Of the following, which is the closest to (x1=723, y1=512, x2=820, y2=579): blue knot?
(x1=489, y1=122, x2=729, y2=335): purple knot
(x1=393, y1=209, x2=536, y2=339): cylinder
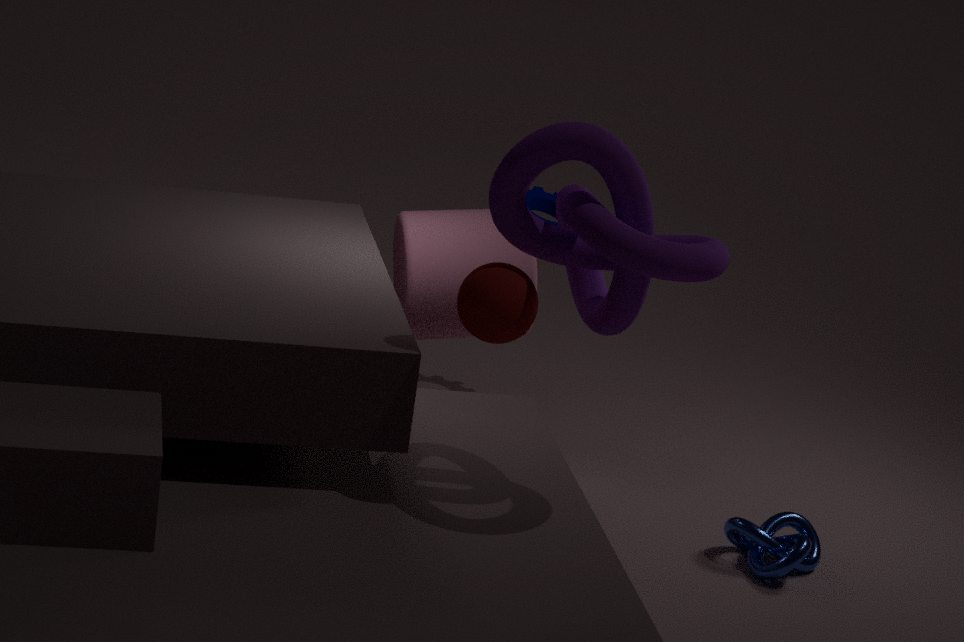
(x1=393, y1=209, x2=536, y2=339): cylinder
